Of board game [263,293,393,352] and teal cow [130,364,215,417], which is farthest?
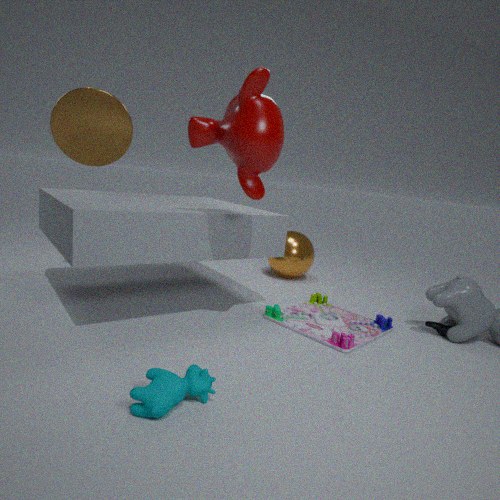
board game [263,293,393,352]
